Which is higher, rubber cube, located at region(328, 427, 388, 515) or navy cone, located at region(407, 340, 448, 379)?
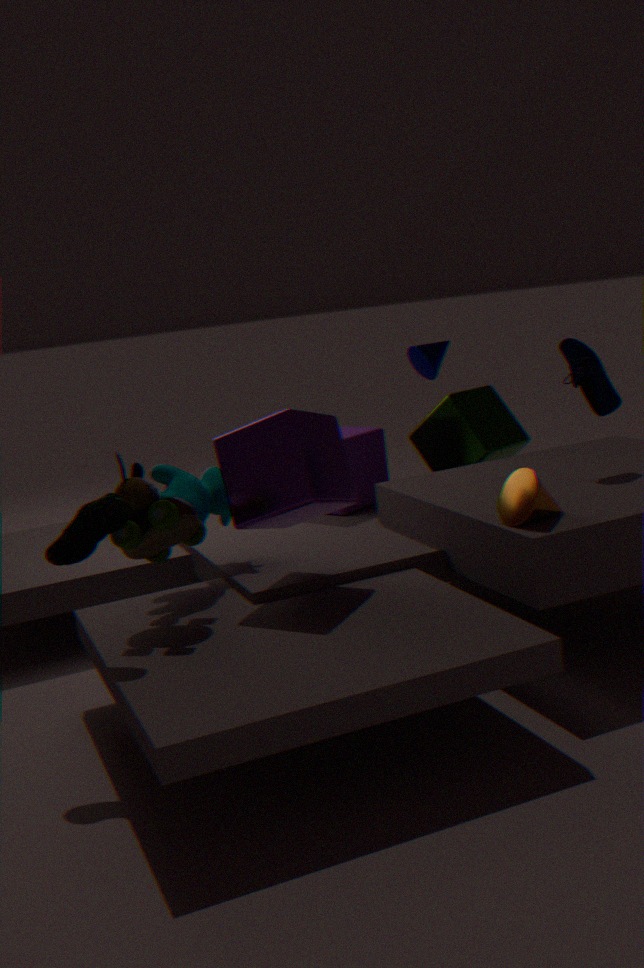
navy cone, located at region(407, 340, 448, 379)
